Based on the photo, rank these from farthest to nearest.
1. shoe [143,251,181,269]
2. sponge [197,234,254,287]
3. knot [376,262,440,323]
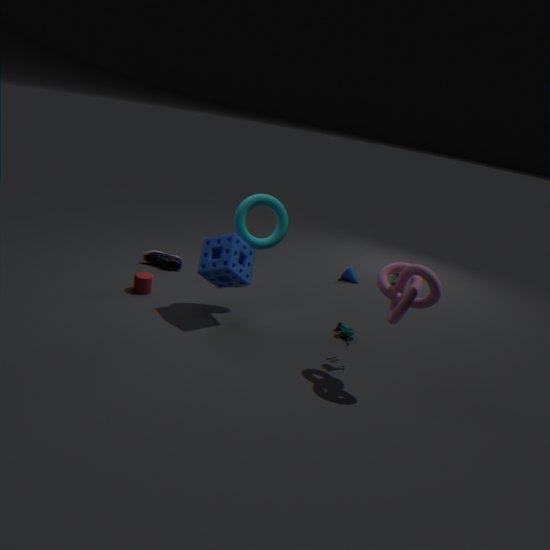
1. shoe [143,251,181,269]
2. sponge [197,234,254,287]
3. knot [376,262,440,323]
